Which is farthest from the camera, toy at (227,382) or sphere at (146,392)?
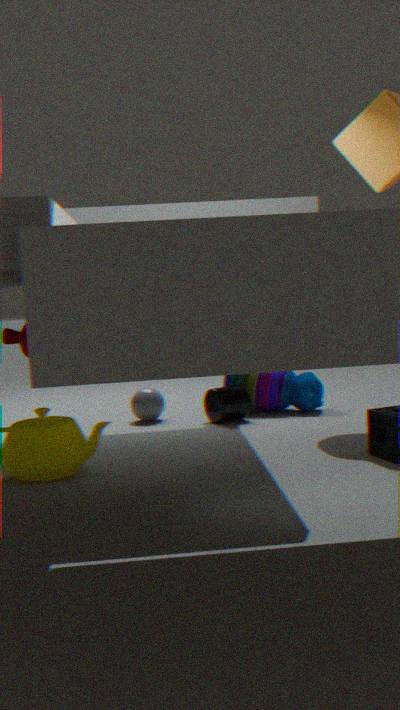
toy at (227,382)
